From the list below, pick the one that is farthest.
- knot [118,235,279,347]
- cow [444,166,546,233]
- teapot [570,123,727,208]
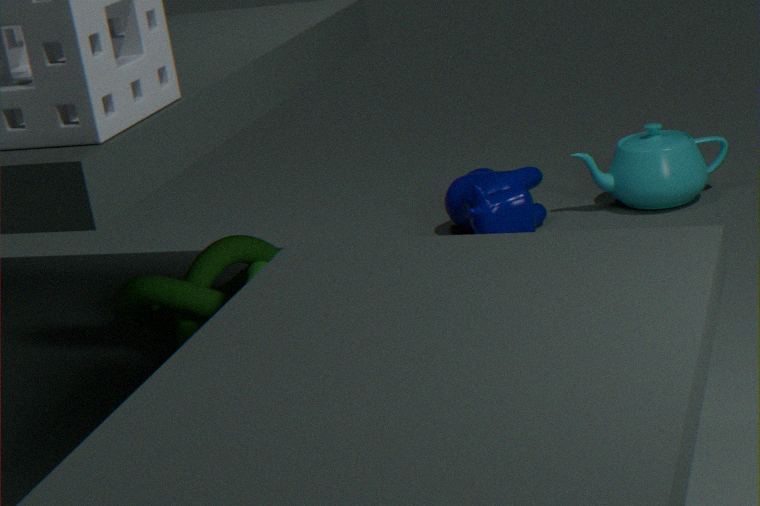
teapot [570,123,727,208]
